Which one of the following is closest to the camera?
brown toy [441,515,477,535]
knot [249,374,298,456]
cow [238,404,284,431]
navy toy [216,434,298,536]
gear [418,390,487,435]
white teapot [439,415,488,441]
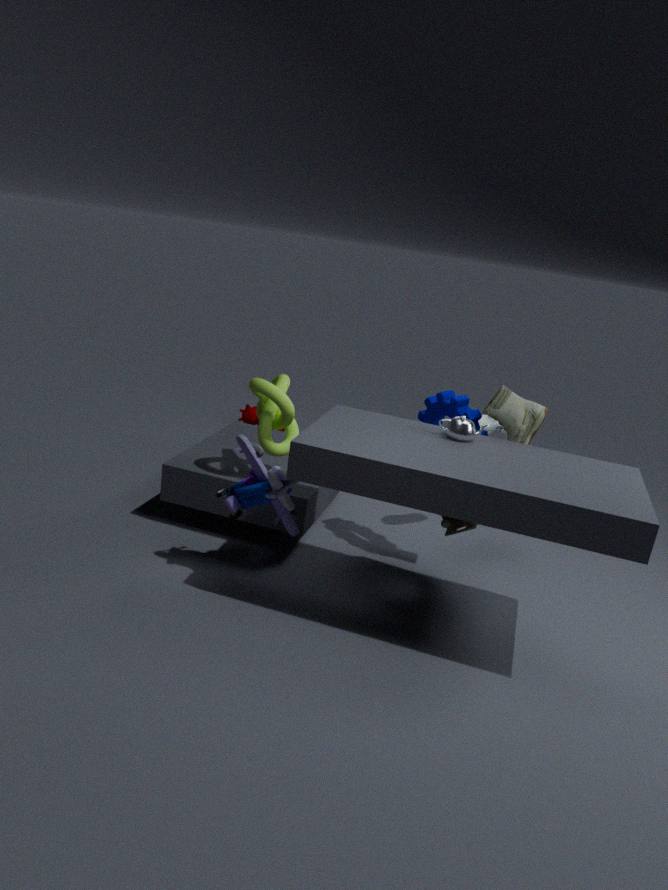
navy toy [216,434,298,536]
